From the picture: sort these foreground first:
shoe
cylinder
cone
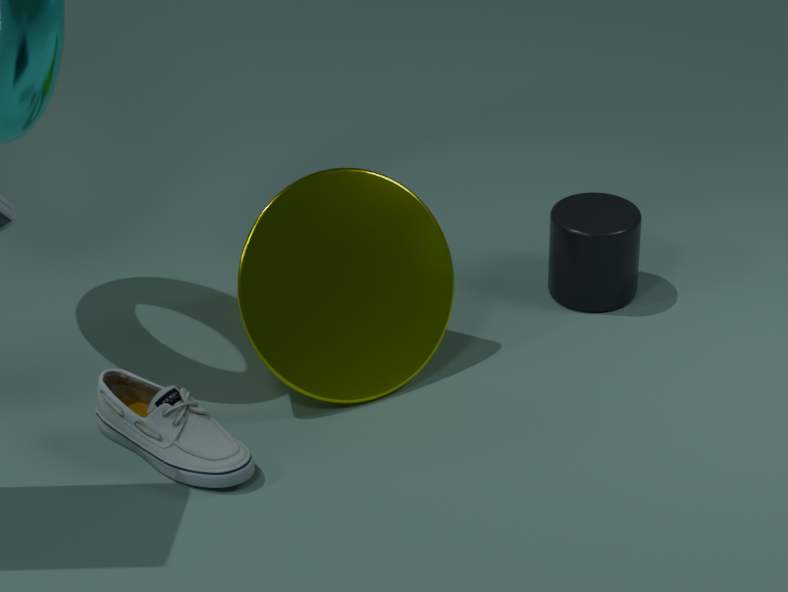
shoe, cone, cylinder
